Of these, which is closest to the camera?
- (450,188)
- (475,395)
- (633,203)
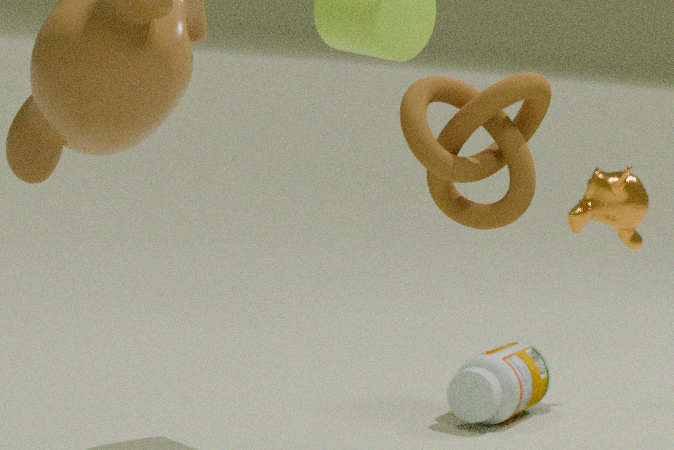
(450,188)
